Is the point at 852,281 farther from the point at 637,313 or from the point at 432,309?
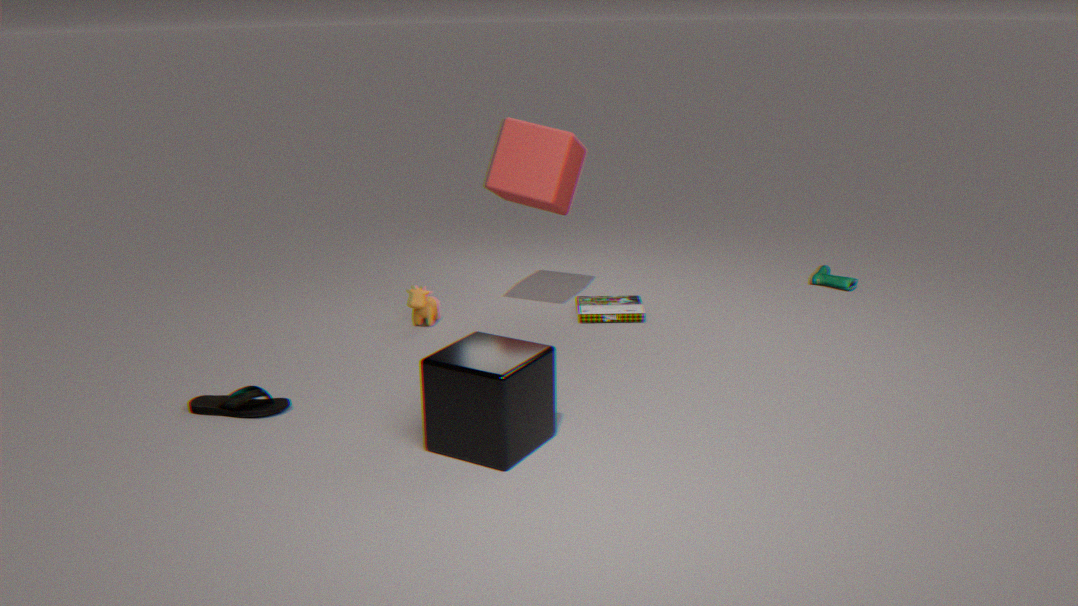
the point at 432,309
